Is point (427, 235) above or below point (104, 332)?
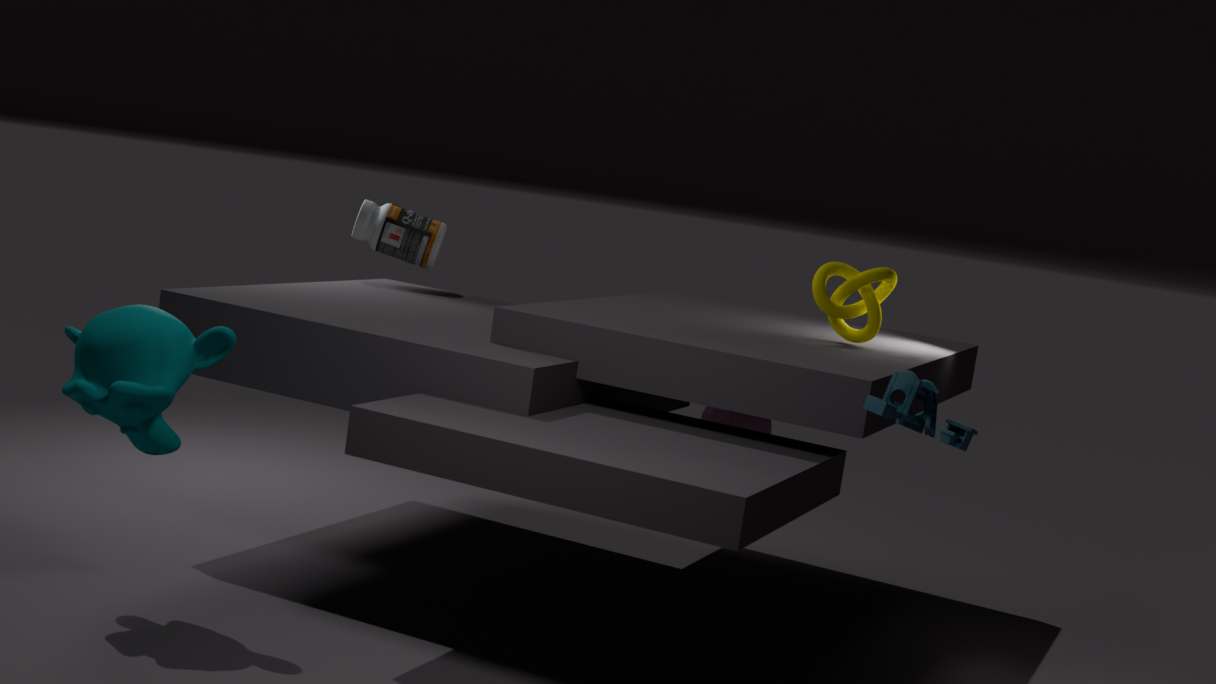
above
